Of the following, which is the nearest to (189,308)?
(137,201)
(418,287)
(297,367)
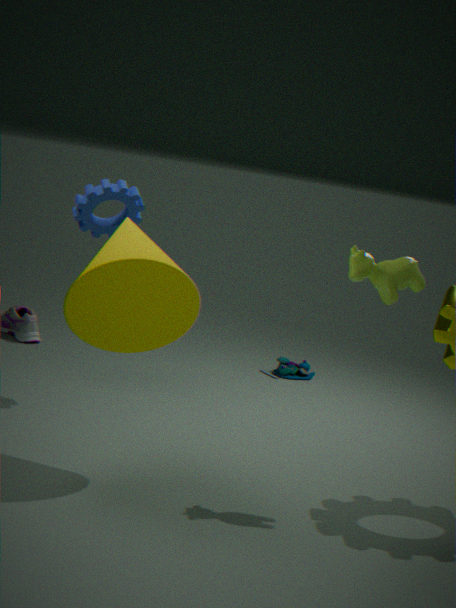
(137,201)
